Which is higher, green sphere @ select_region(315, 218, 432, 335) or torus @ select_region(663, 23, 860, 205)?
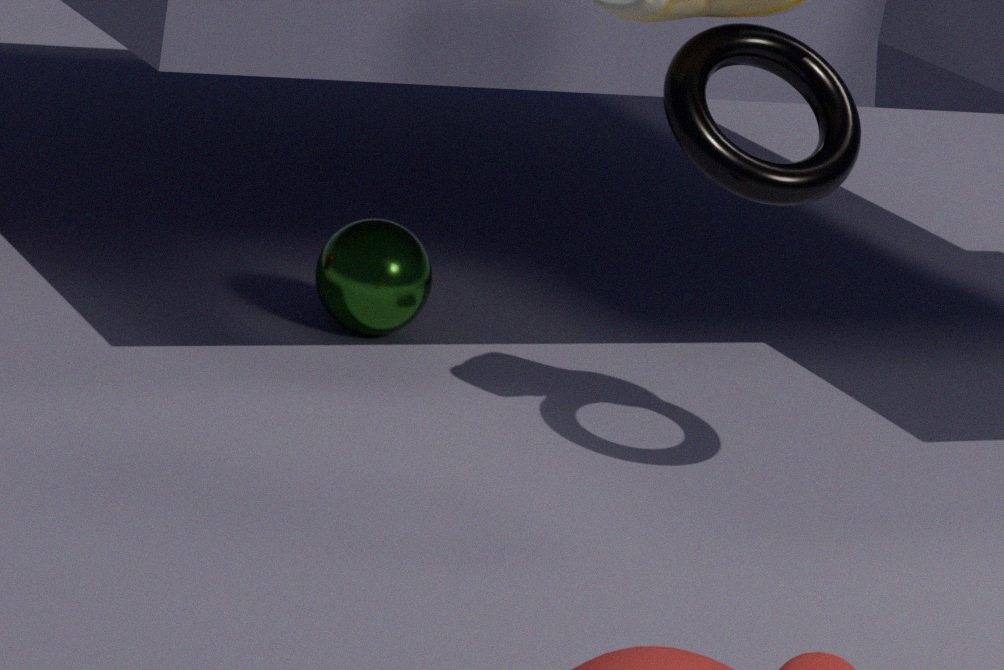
torus @ select_region(663, 23, 860, 205)
